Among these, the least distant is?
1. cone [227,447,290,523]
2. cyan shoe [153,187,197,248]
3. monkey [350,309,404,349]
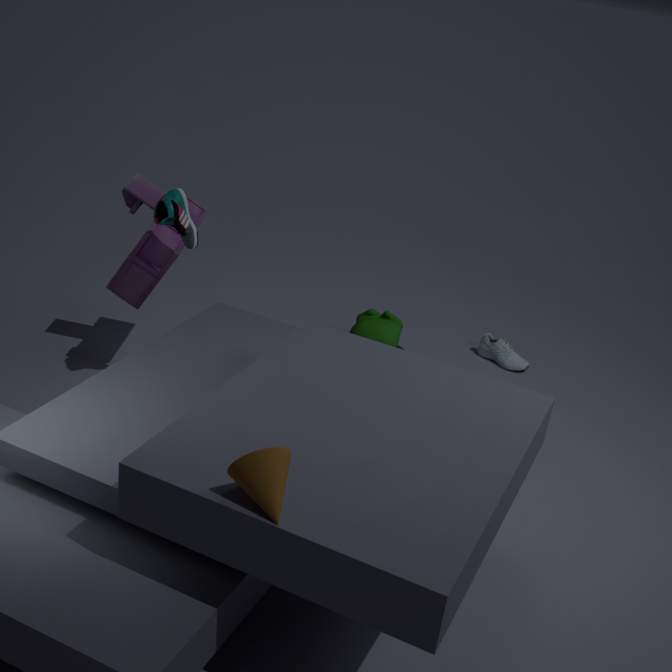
cone [227,447,290,523]
